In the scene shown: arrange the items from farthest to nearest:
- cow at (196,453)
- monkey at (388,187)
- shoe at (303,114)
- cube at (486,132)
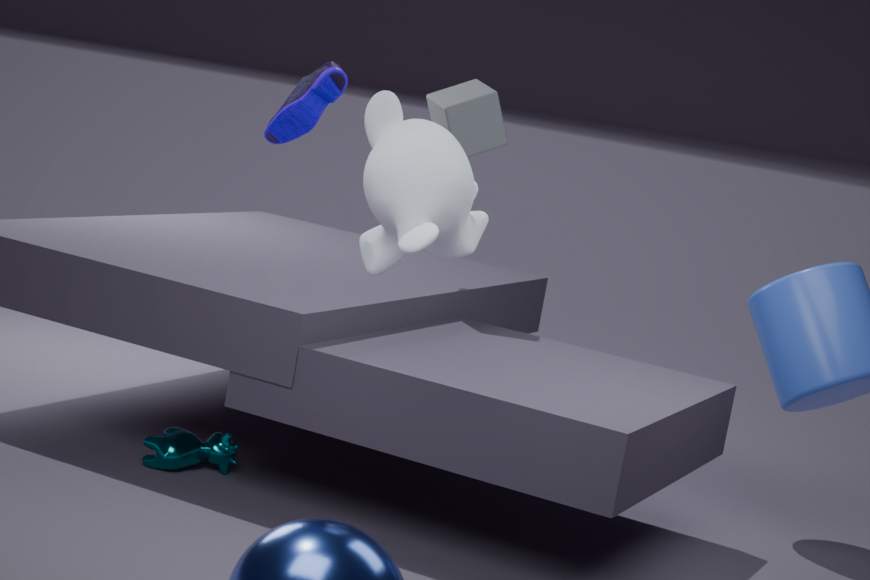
1. cube at (486,132)
2. cow at (196,453)
3. shoe at (303,114)
4. monkey at (388,187)
